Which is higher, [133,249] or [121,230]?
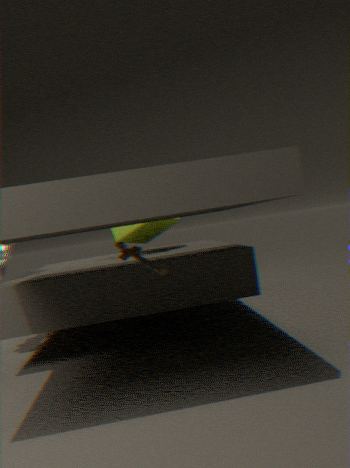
[121,230]
